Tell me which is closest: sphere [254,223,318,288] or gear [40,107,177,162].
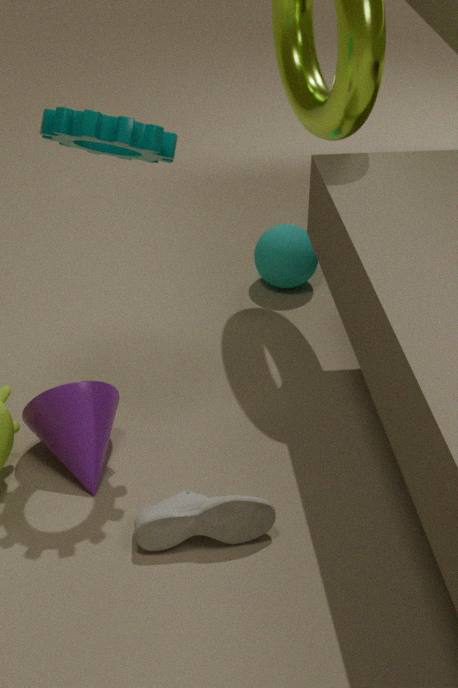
gear [40,107,177,162]
